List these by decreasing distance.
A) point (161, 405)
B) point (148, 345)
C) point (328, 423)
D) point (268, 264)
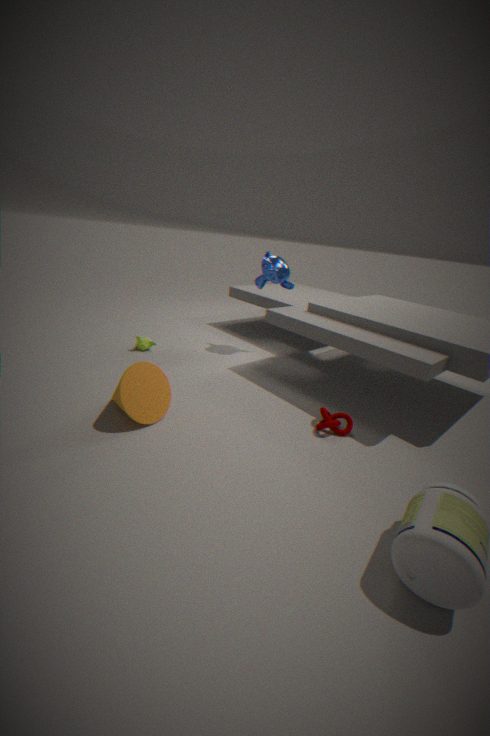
1. point (148, 345)
2. point (268, 264)
3. point (161, 405)
4. point (328, 423)
